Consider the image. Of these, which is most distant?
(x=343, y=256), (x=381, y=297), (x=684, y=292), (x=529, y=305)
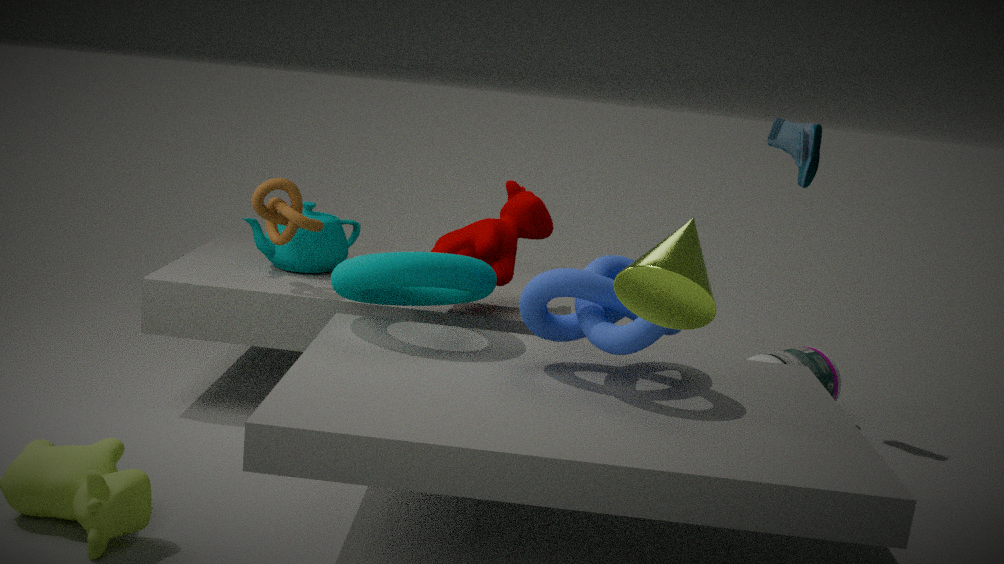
(x=343, y=256)
